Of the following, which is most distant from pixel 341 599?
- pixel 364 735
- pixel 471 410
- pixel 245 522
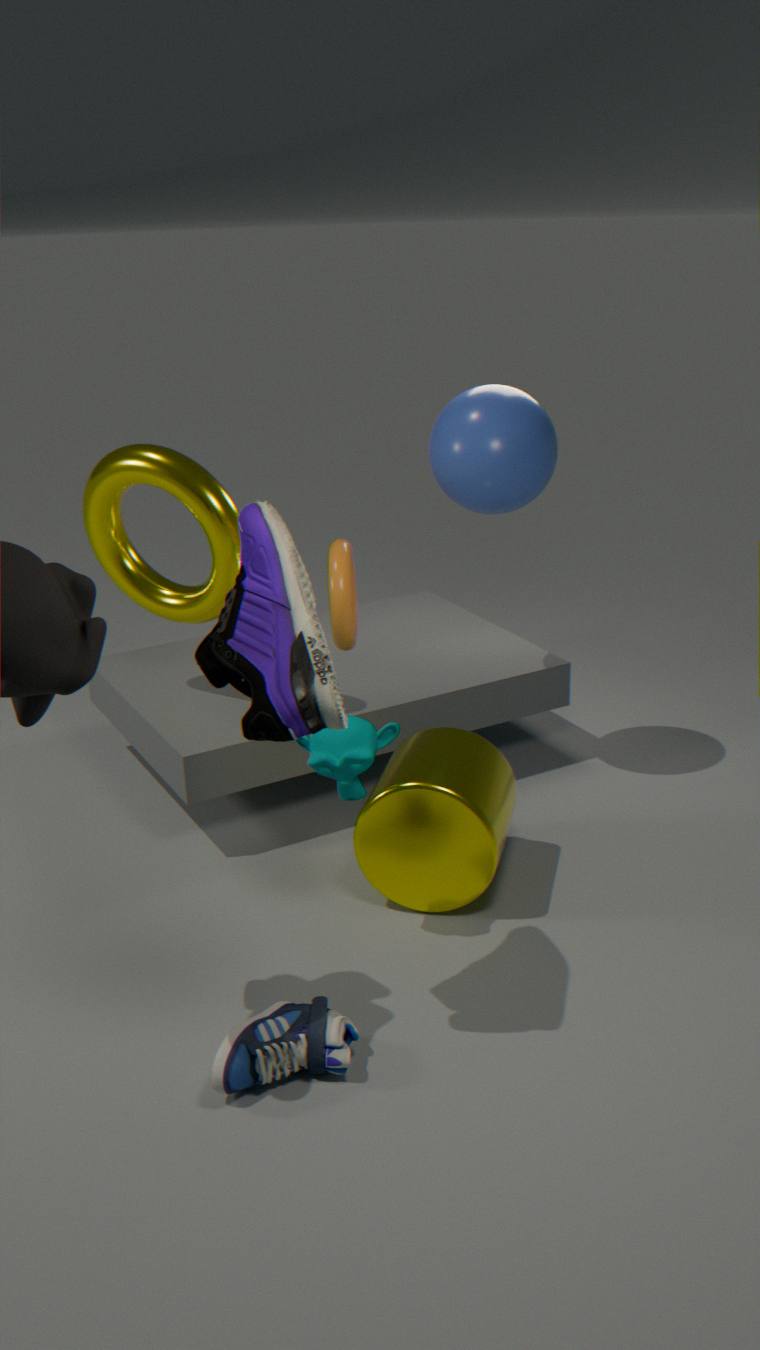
pixel 471 410
